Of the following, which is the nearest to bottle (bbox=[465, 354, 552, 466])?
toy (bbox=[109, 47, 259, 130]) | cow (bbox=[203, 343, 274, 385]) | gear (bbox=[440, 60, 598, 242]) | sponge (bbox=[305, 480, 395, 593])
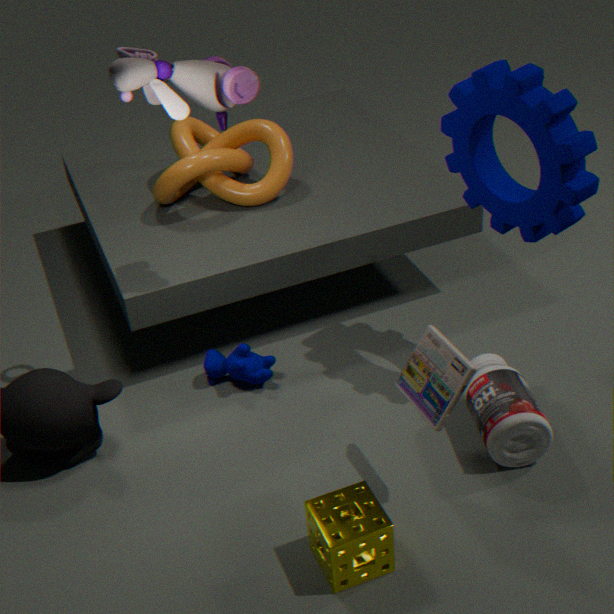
gear (bbox=[440, 60, 598, 242])
